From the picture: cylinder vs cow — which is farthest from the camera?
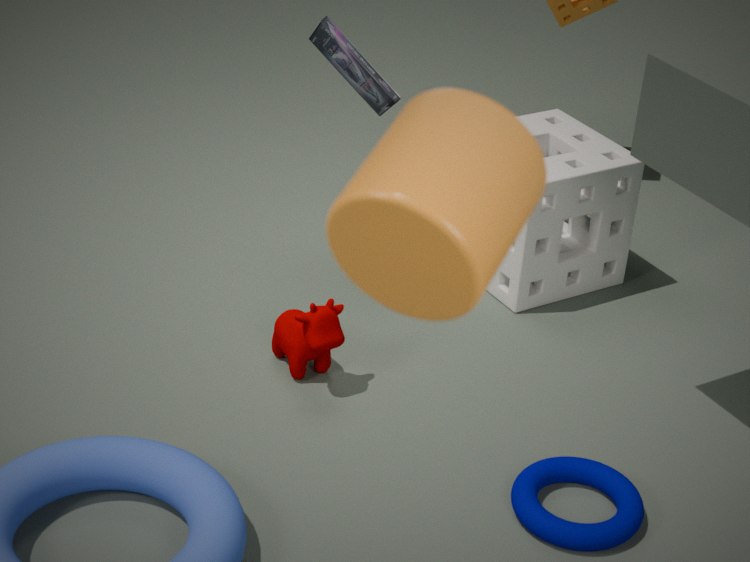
cow
